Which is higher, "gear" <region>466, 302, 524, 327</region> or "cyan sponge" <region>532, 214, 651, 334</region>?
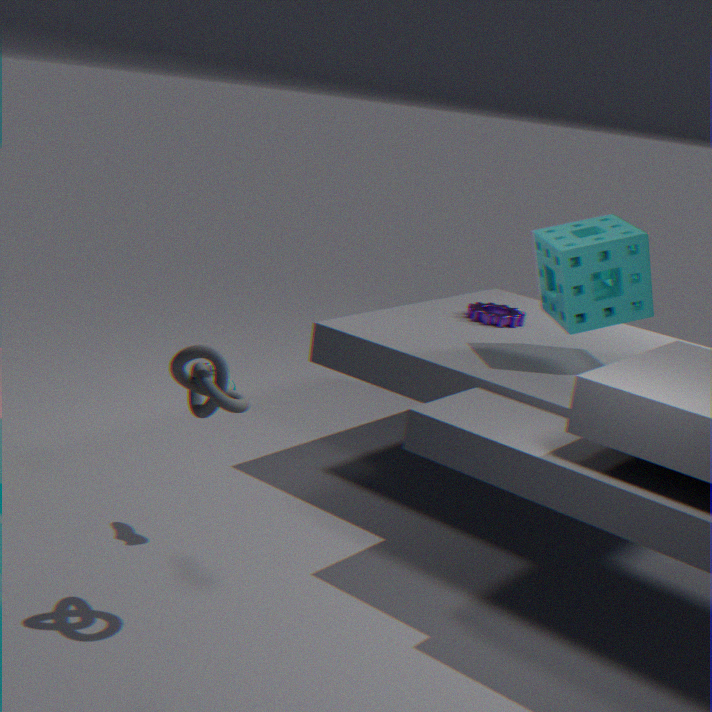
"cyan sponge" <region>532, 214, 651, 334</region>
